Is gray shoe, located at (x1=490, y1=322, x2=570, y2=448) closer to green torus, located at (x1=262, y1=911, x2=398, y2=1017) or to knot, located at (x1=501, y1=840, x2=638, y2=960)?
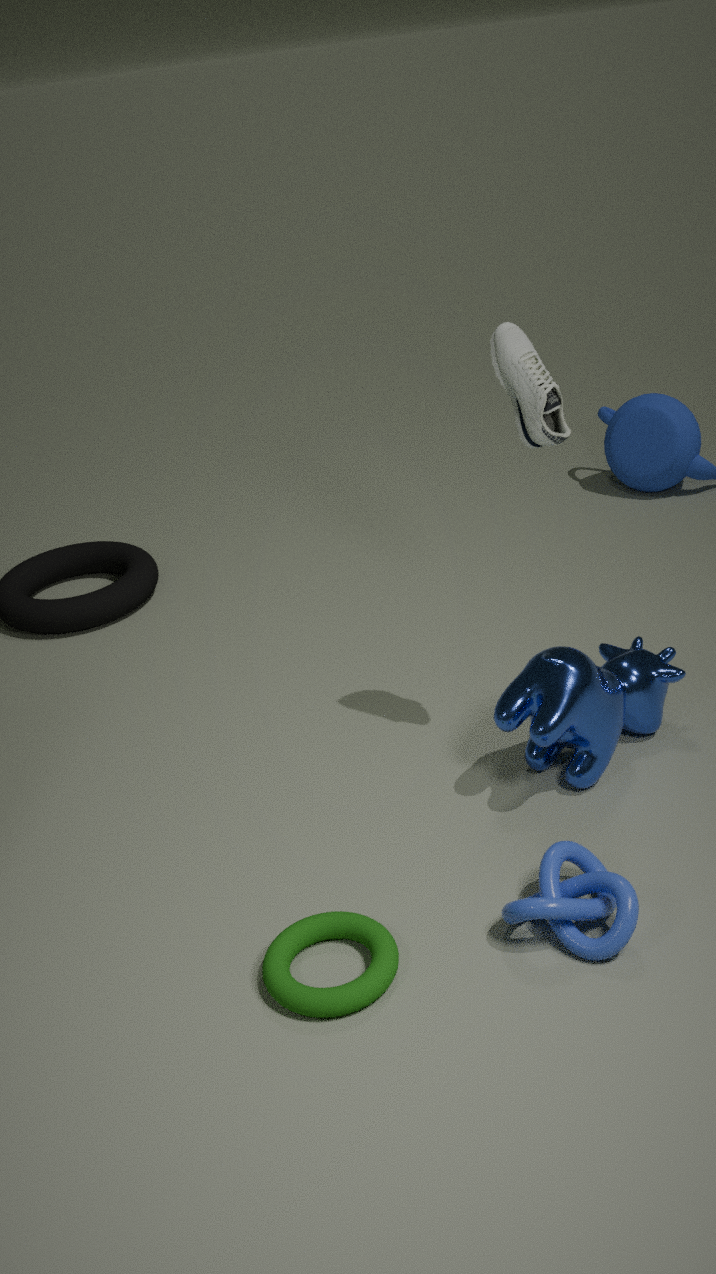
knot, located at (x1=501, y1=840, x2=638, y2=960)
